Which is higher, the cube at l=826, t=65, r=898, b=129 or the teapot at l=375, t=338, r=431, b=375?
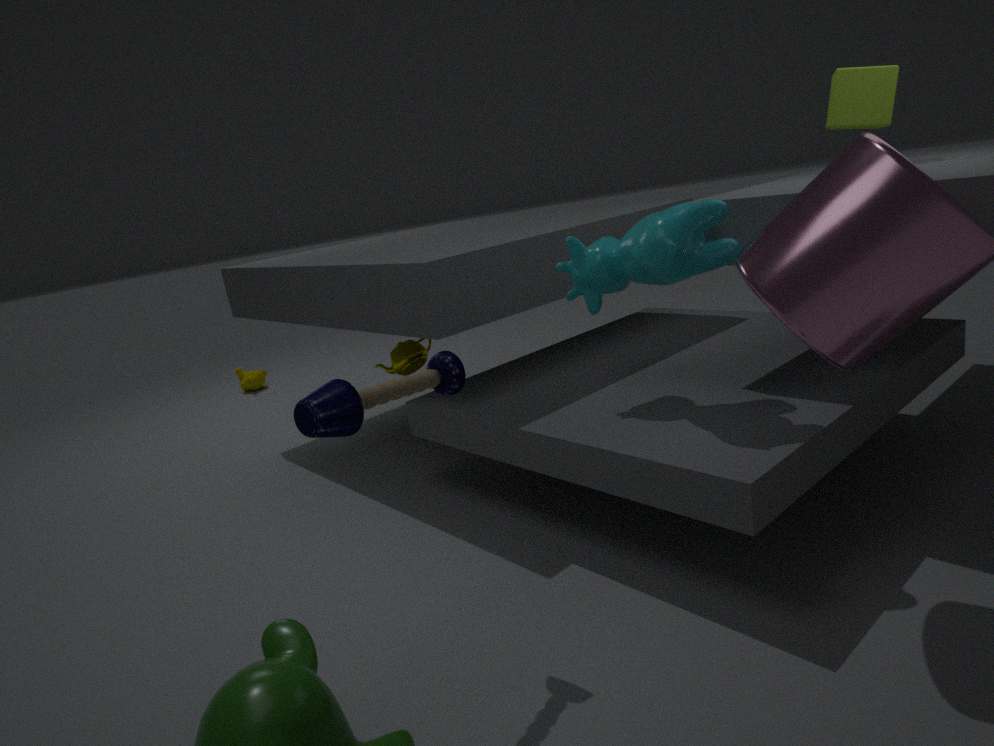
the cube at l=826, t=65, r=898, b=129
